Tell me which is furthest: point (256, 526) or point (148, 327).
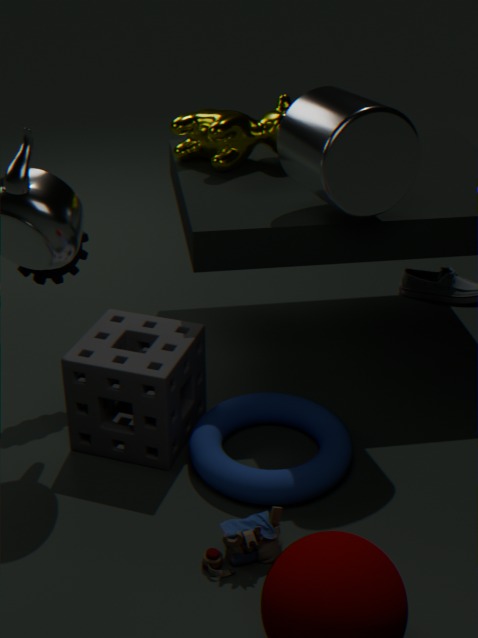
point (148, 327)
